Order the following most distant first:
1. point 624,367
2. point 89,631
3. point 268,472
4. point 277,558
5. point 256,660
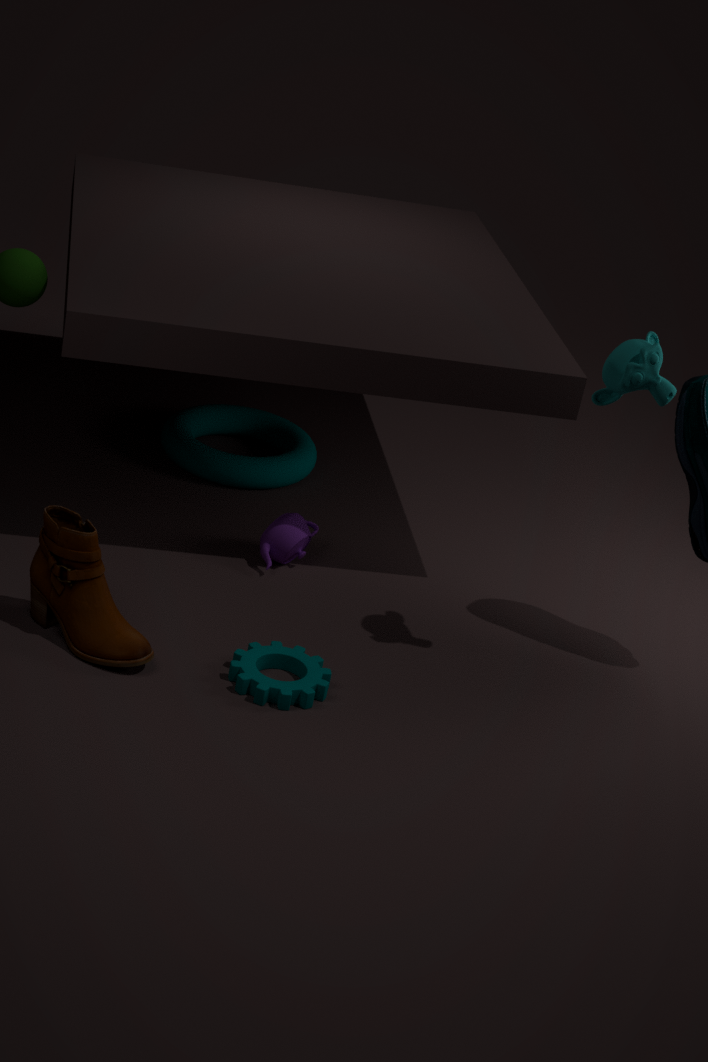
point 268,472, point 277,558, point 256,660, point 89,631, point 624,367
